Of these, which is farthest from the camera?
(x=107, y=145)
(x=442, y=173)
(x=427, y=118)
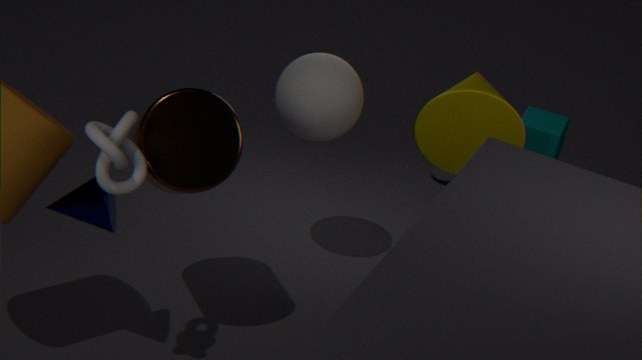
(x=442, y=173)
